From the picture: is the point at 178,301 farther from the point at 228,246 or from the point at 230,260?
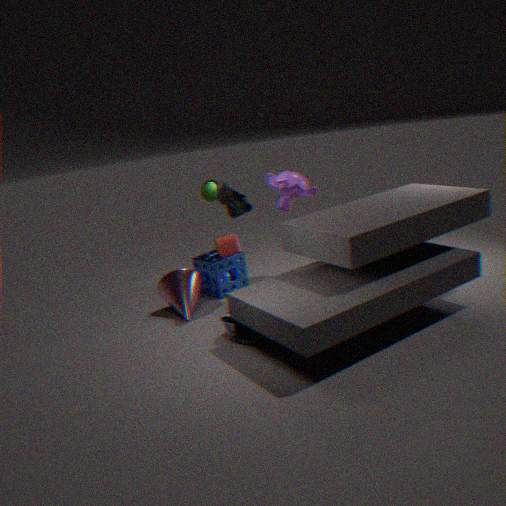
the point at 228,246
